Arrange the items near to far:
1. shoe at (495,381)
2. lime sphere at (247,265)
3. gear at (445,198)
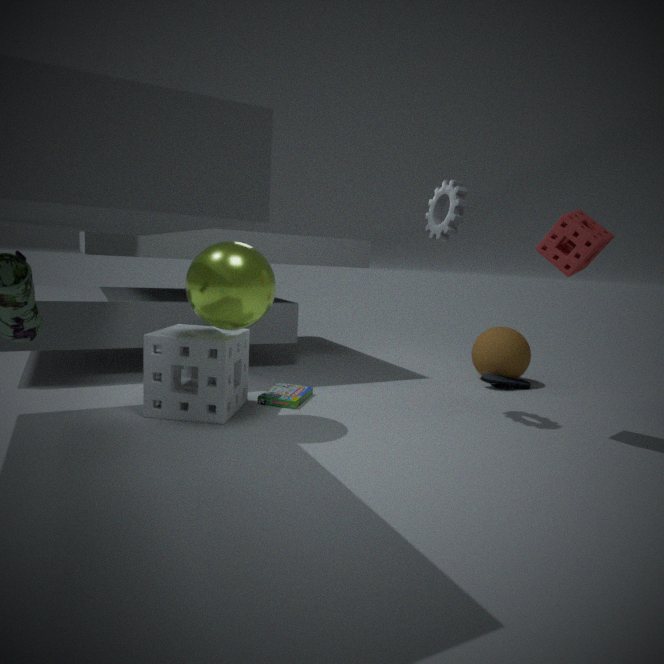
lime sphere at (247,265), gear at (445,198), shoe at (495,381)
